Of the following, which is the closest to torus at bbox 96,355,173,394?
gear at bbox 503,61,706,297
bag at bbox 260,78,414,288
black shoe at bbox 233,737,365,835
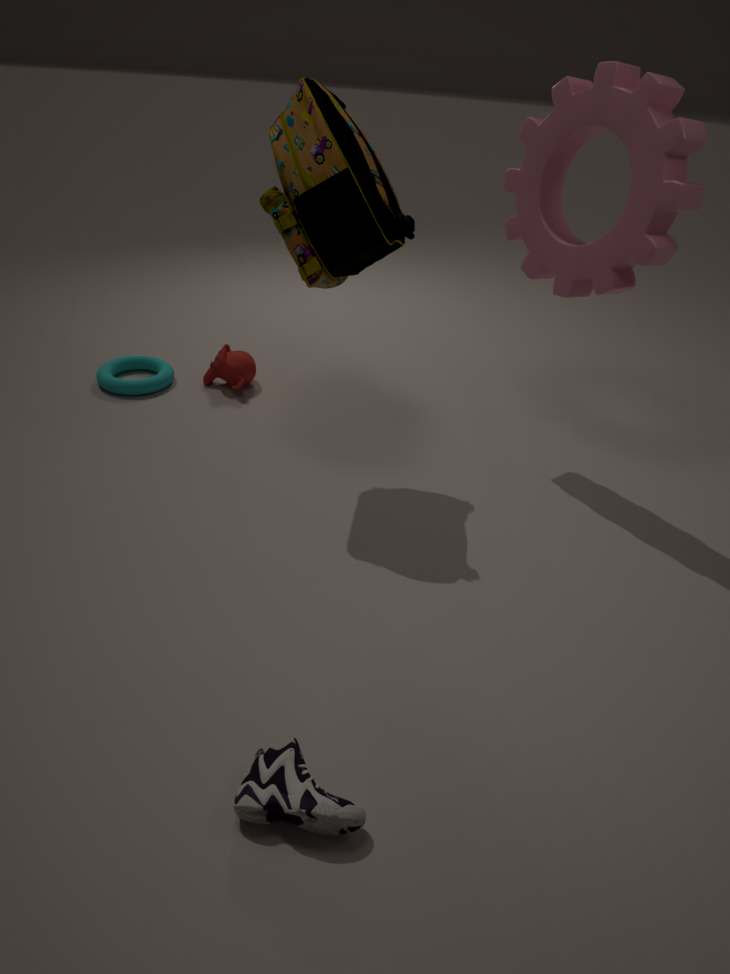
bag at bbox 260,78,414,288
